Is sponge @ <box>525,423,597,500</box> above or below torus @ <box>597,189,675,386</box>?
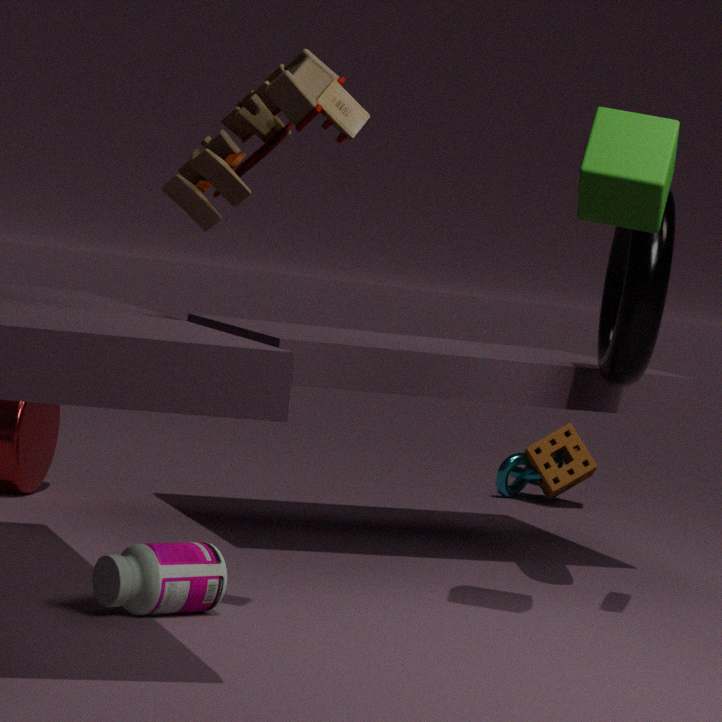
below
